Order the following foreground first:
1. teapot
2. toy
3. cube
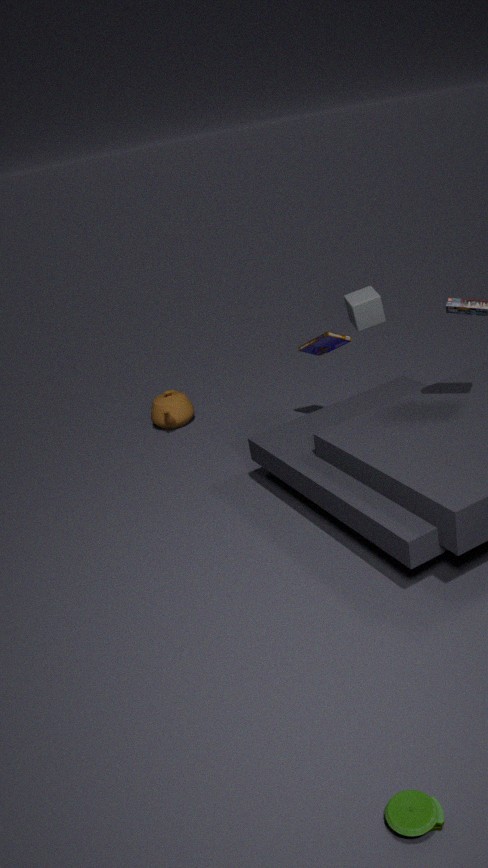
toy → cube → teapot
